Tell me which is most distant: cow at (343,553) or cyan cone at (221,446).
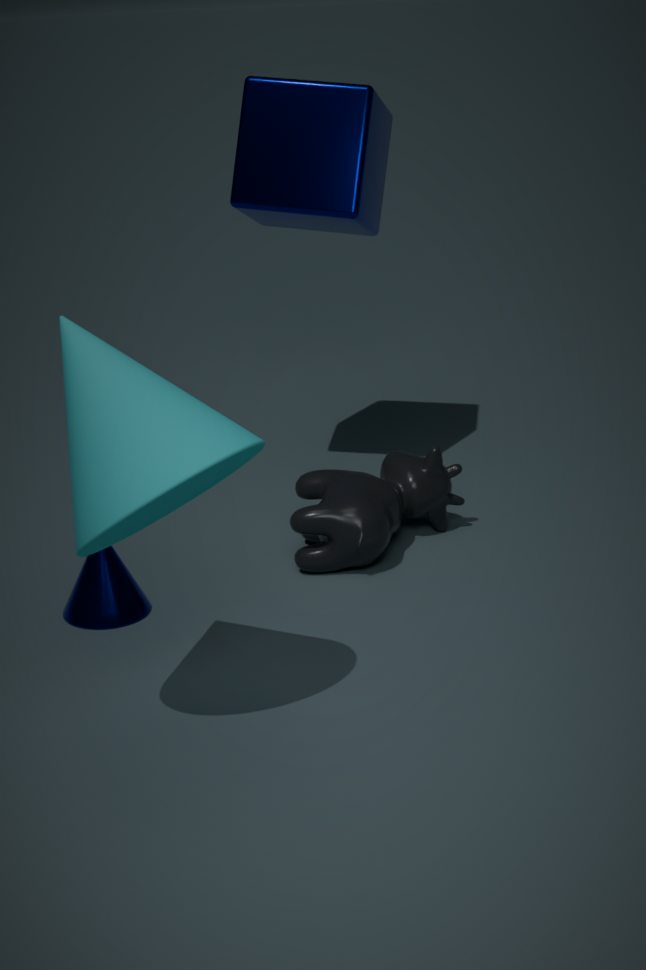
cow at (343,553)
